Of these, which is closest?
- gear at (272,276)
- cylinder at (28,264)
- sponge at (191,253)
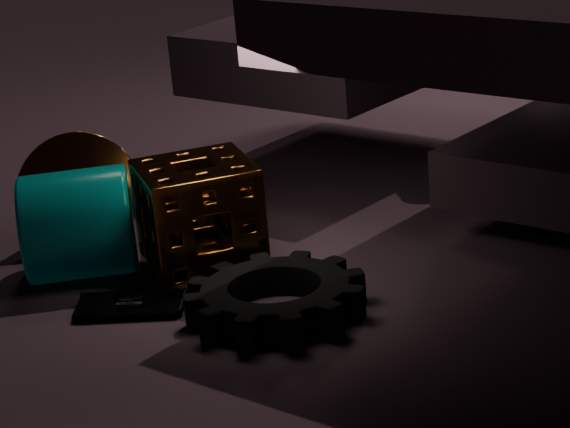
gear at (272,276)
